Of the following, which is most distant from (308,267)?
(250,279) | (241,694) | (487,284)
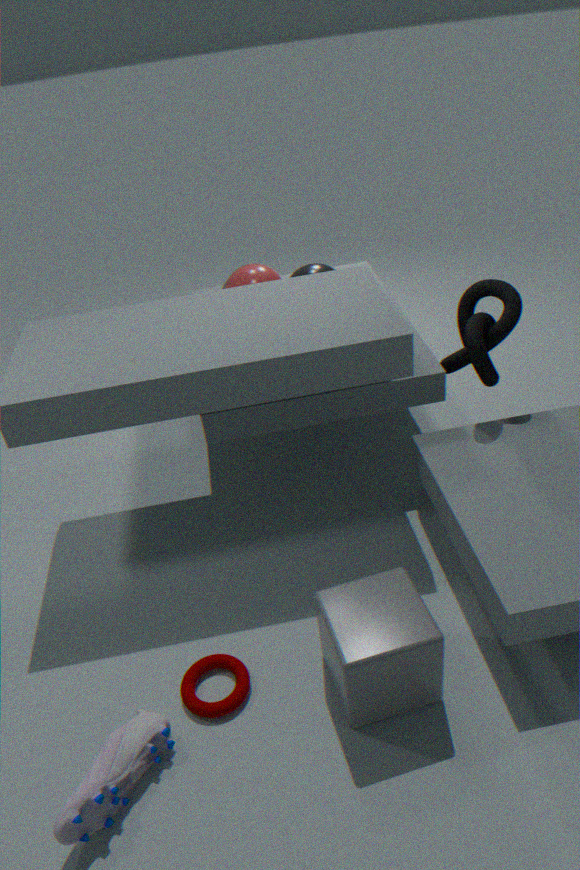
(241,694)
